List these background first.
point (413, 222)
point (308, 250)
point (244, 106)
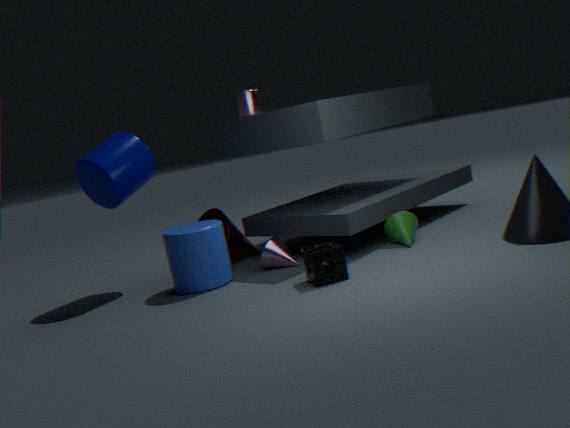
point (244, 106) < point (413, 222) < point (308, 250)
